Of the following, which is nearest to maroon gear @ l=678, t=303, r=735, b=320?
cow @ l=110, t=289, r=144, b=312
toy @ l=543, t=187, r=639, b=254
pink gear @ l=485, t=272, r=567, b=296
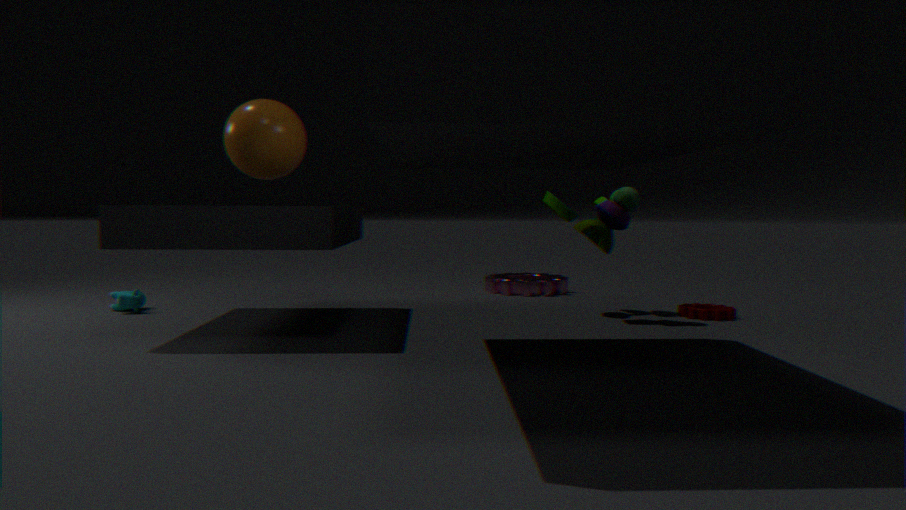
toy @ l=543, t=187, r=639, b=254
